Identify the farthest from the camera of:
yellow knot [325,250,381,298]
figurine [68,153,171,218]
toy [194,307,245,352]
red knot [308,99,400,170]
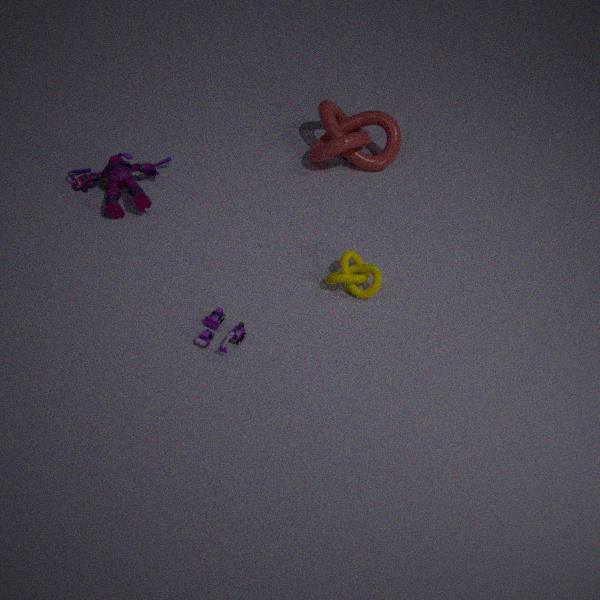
red knot [308,99,400,170]
